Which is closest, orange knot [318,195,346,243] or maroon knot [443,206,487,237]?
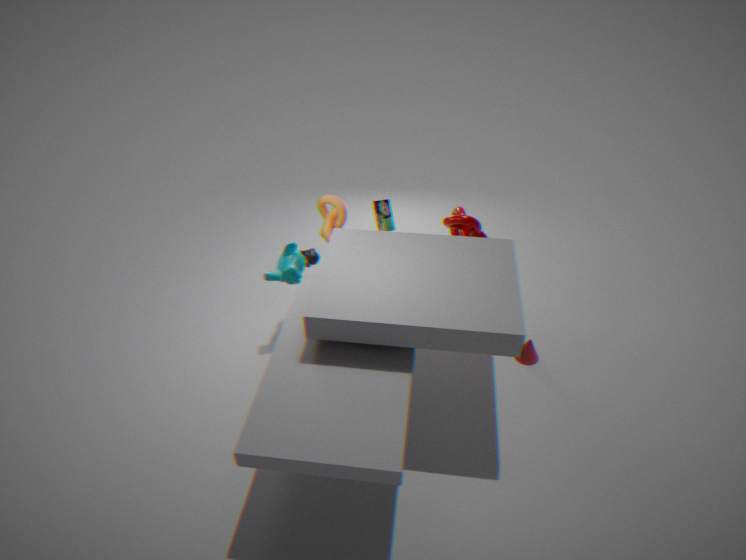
maroon knot [443,206,487,237]
